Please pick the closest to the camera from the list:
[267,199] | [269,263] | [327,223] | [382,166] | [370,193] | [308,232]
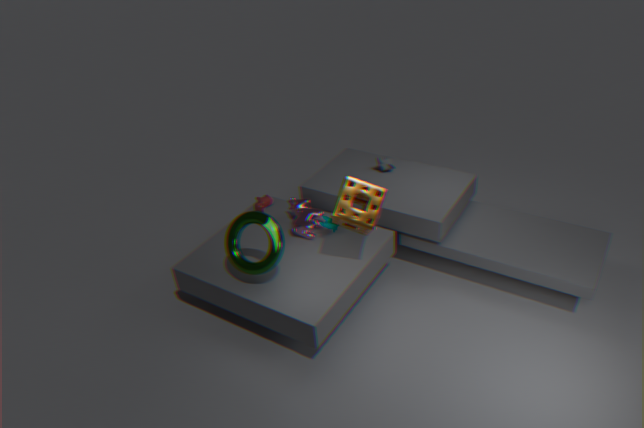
[269,263]
